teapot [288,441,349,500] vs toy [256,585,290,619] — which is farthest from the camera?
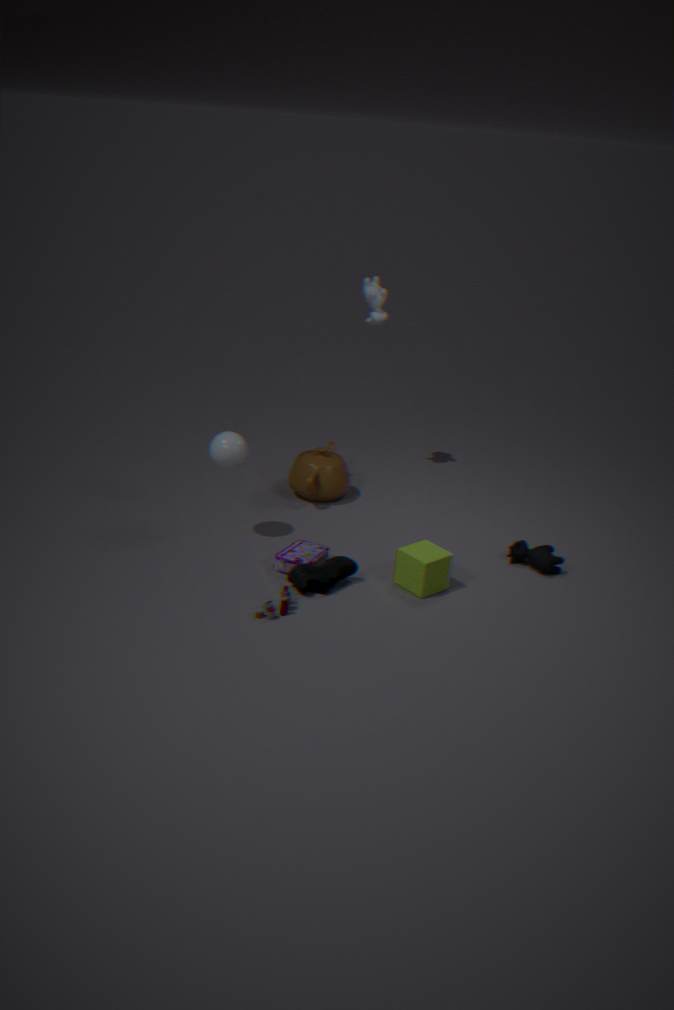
teapot [288,441,349,500]
